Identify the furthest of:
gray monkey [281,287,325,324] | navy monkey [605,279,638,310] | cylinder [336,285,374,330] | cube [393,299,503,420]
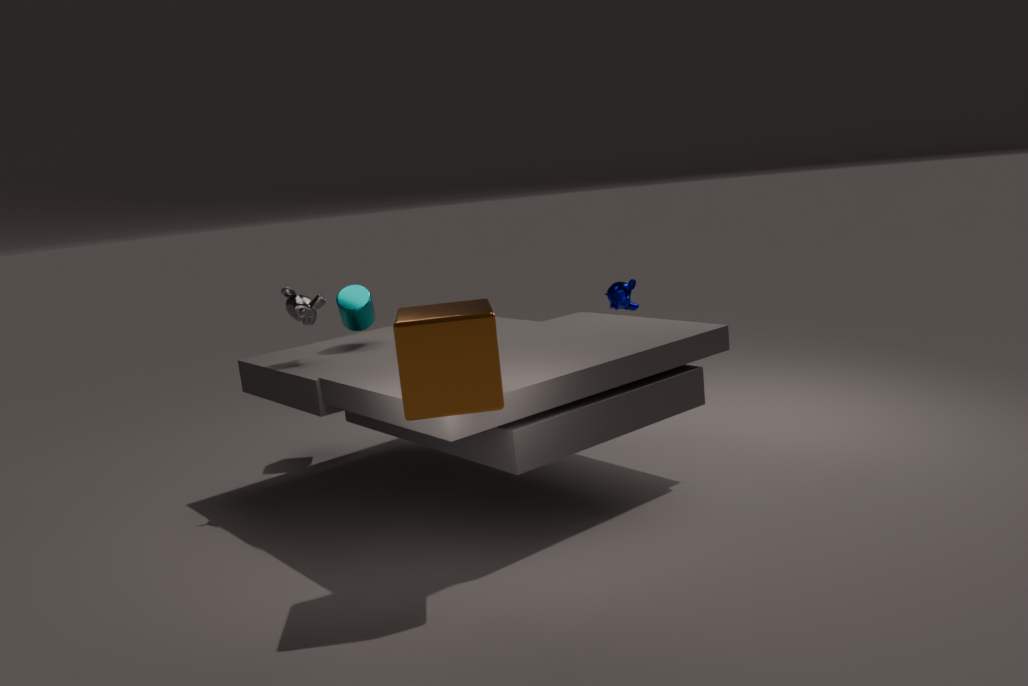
navy monkey [605,279,638,310]
